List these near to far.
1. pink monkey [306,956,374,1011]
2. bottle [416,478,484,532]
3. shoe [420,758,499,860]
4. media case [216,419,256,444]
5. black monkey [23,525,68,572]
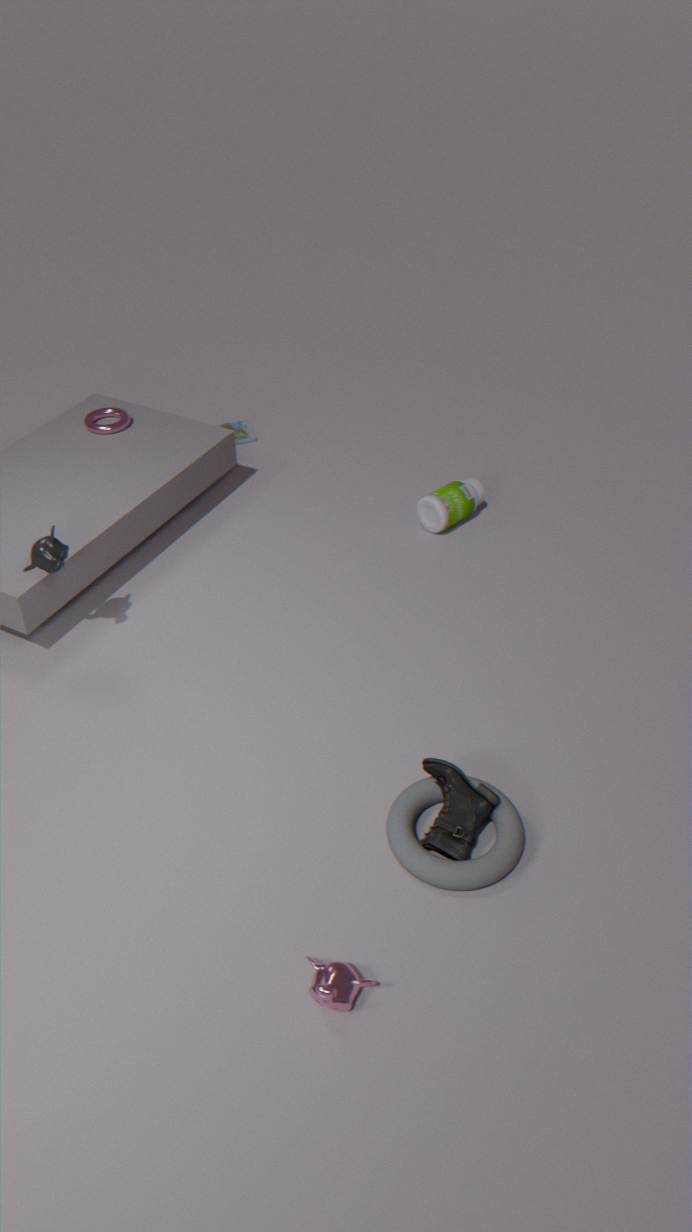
pink monkey [306,956,374,1011] → shoe [420,758,499,860] → black monkey [23,525,68,572] → bottle [416,478,484,532] → media case [216,419,256,444]
